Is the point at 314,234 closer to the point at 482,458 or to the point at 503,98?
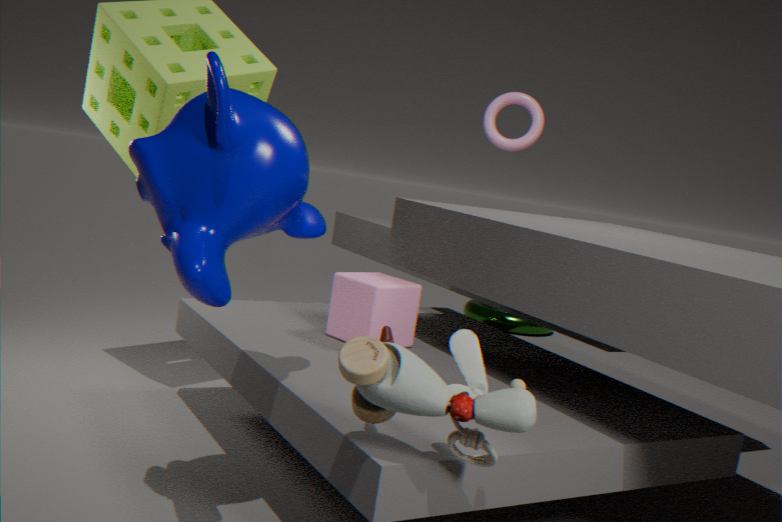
the point at 482,458
